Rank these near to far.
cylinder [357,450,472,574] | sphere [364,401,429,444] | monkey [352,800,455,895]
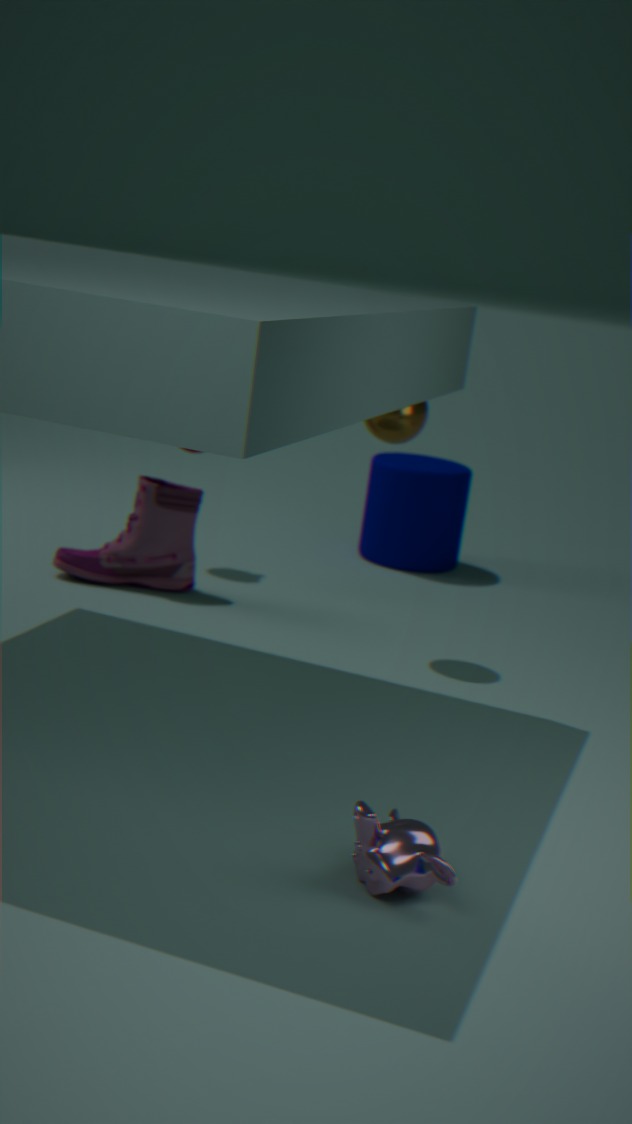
monkey [352,800,455,895], sphere [364,401,429,444], cylinder [357,450,472,574]
